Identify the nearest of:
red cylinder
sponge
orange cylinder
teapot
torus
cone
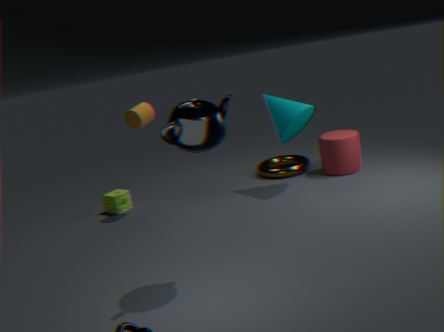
teapot
